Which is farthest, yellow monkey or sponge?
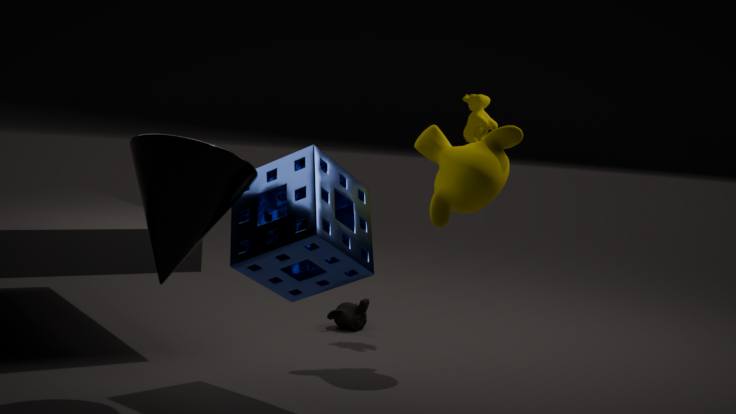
yellow monkey
